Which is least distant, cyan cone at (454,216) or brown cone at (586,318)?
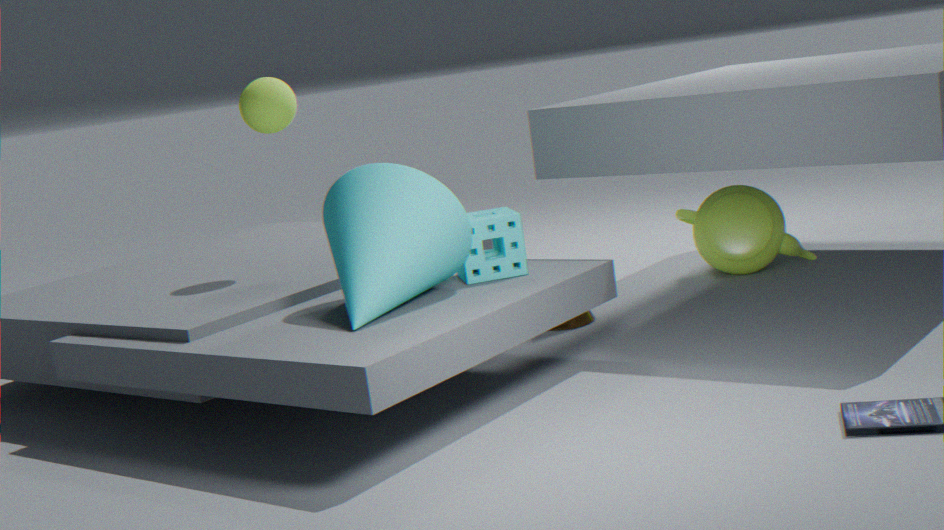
cyan cone at (454,216)
